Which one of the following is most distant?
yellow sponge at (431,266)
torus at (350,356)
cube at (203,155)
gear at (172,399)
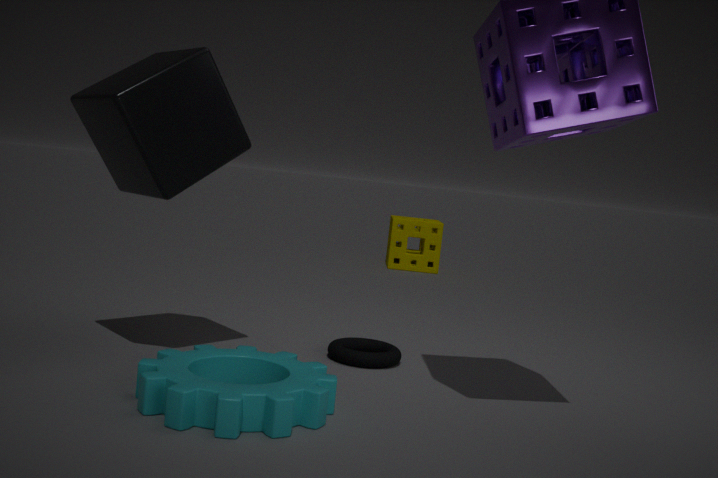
yellow sponge at (431,266)
